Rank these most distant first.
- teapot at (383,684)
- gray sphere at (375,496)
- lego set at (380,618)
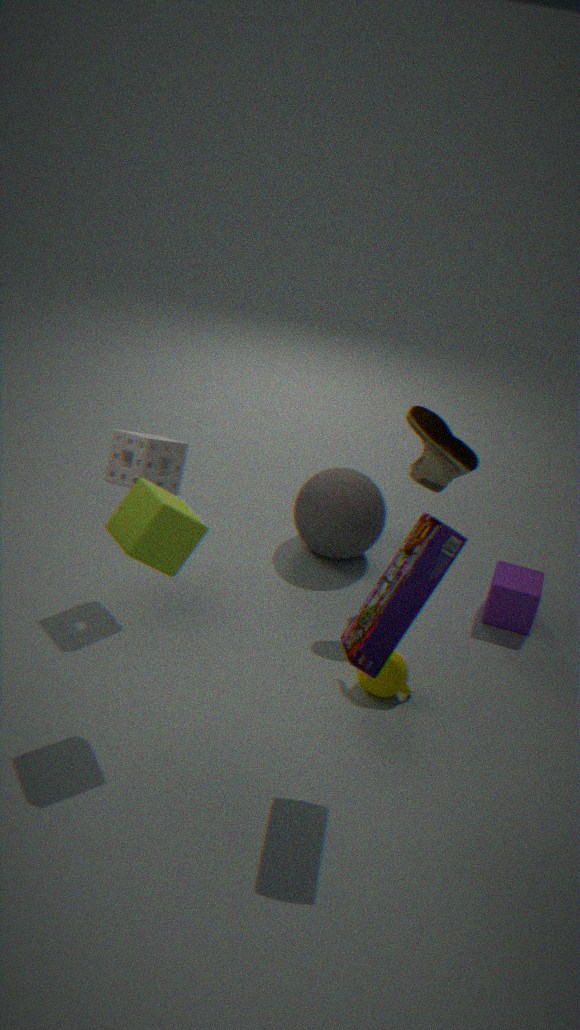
gray sphere at (375,496), teapot at (383,684), lego set at (380,618)
